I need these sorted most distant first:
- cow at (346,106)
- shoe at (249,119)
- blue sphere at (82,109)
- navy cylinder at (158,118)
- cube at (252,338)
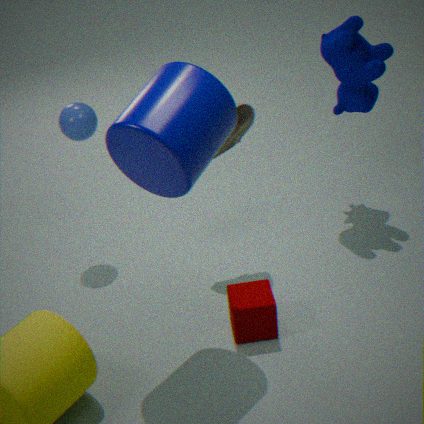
cow at (346,106), blue sphere at (82,109), shoe at (249,119), cube at (252,338), navy cylinder at (158,118)
